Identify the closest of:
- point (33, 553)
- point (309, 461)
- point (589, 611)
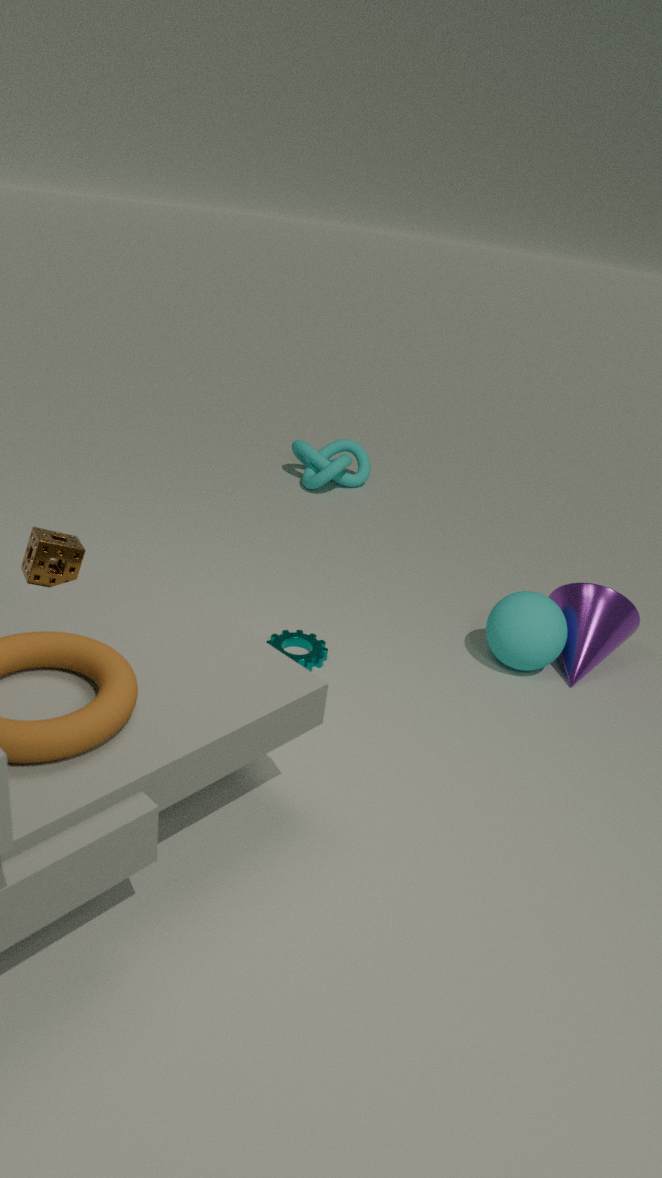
point (33, 553)
